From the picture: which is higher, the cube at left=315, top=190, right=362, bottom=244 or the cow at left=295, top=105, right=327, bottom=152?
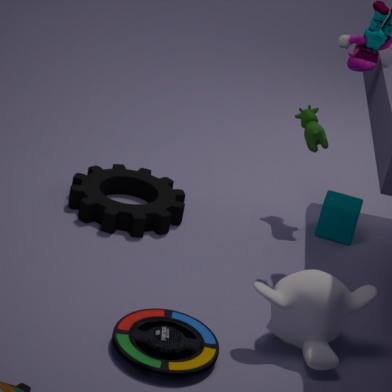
the cow at left=295, top=105, right=327, bottom=152
